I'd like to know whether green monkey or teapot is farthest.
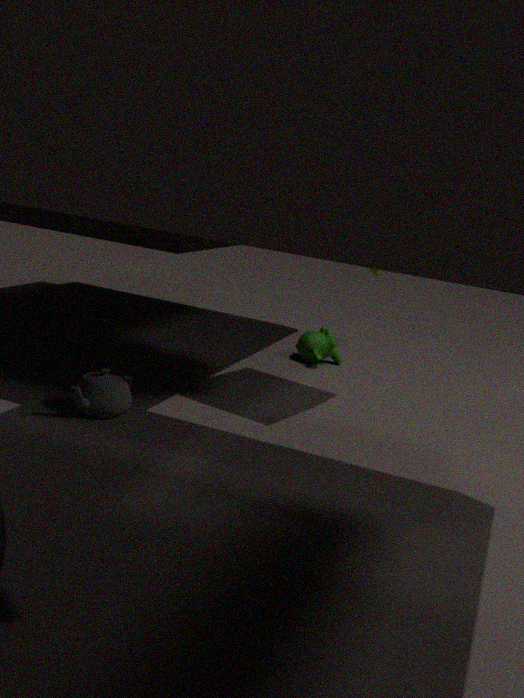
green monkey
